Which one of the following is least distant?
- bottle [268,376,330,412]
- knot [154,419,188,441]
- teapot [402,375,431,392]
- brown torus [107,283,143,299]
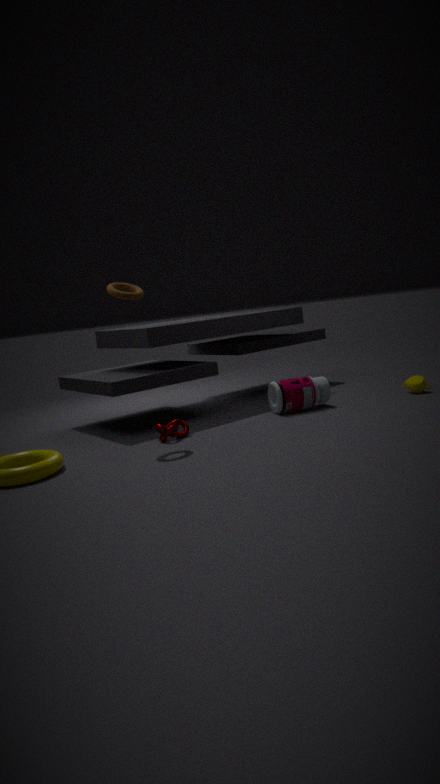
brown torus [107,283,143,299]
